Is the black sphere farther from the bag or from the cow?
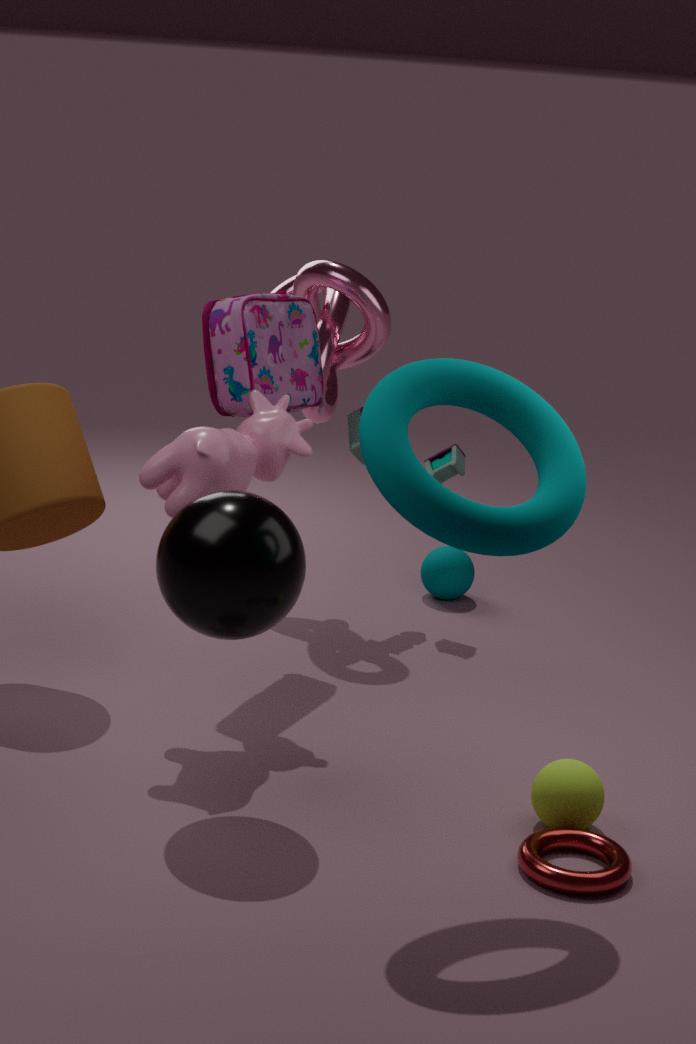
the bag
